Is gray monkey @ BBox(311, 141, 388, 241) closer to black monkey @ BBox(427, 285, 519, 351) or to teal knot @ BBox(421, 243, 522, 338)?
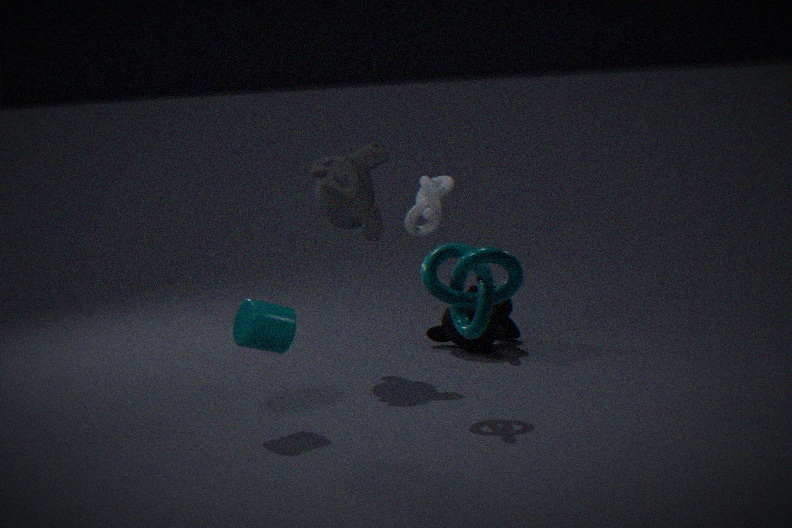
black monkey @ BBox(427, 285, 519, 351)
